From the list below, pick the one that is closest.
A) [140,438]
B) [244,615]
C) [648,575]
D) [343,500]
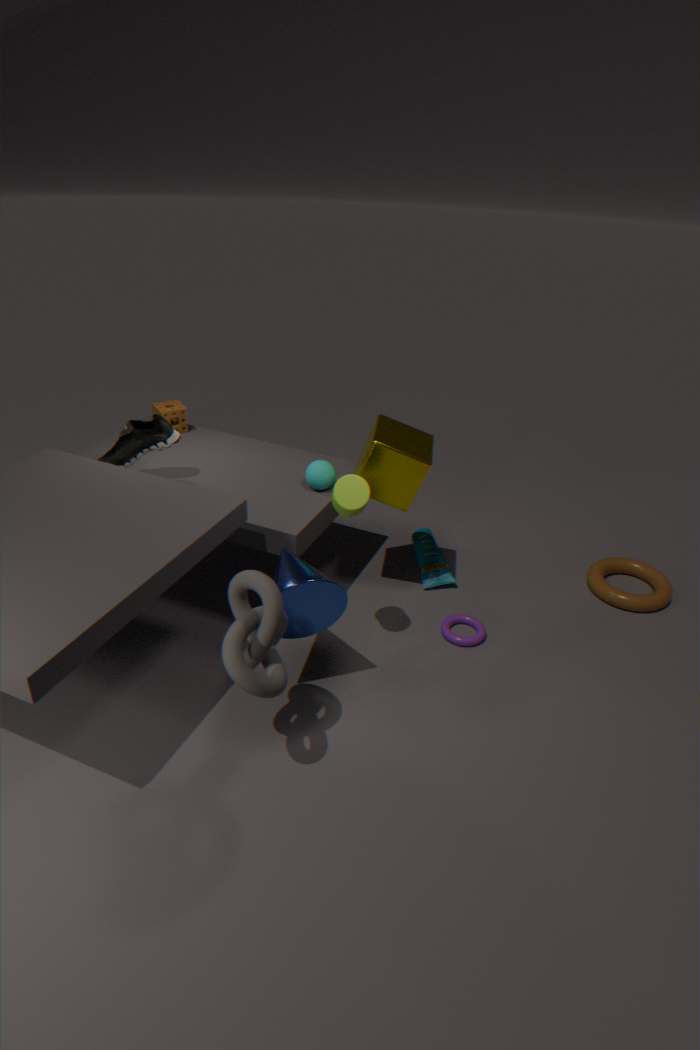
[244,615]
